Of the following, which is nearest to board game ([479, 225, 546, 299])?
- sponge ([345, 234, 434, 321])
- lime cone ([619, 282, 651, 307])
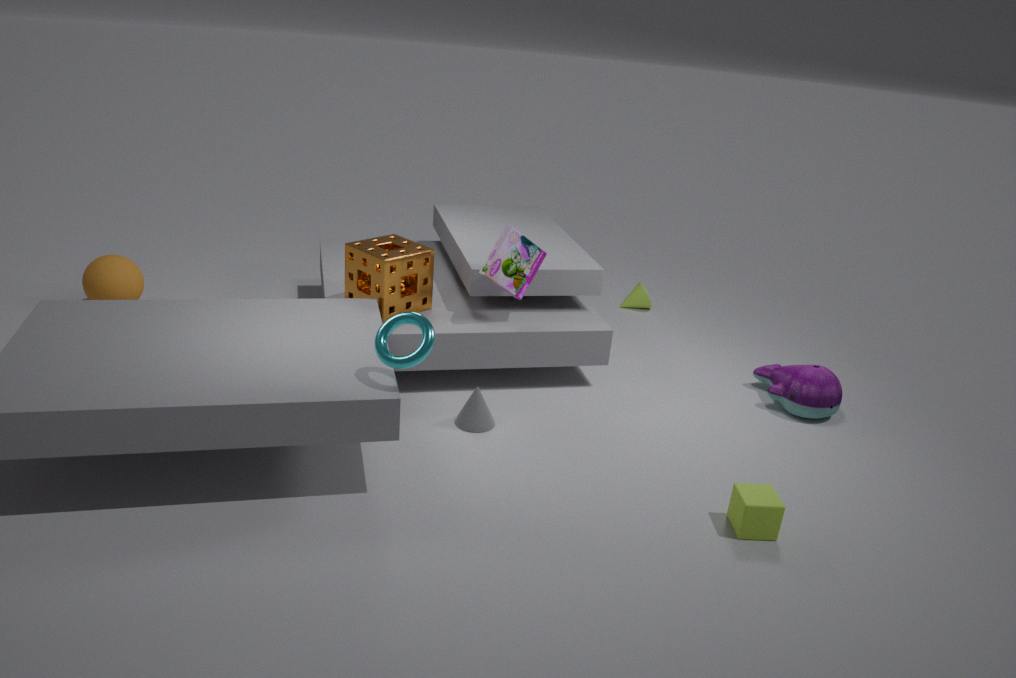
sponge ([345, 234, 434, 321])
